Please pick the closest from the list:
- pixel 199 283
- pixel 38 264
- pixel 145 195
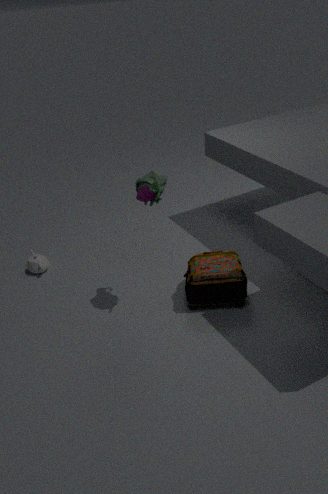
pixel 145 195
